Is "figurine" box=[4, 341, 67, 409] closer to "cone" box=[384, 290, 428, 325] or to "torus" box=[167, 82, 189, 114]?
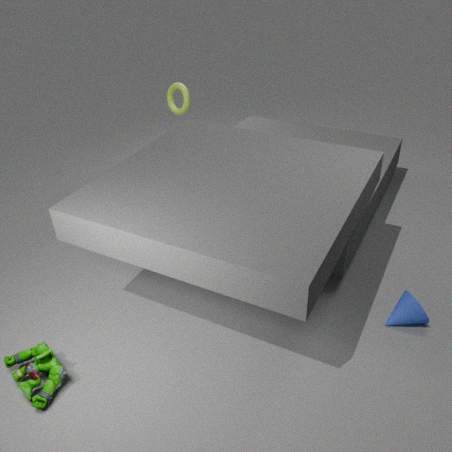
"cone" box=[384, 290, 428, 325]
